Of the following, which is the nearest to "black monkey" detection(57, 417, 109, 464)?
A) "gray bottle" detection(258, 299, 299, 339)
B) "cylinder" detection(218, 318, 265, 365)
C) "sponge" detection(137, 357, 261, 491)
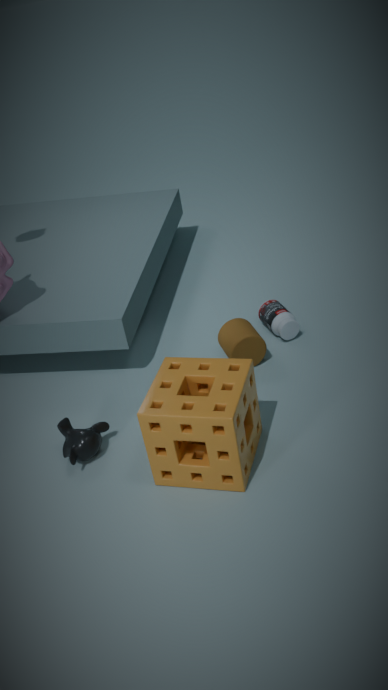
"sponge" detection(137, 357, 261, 491)
